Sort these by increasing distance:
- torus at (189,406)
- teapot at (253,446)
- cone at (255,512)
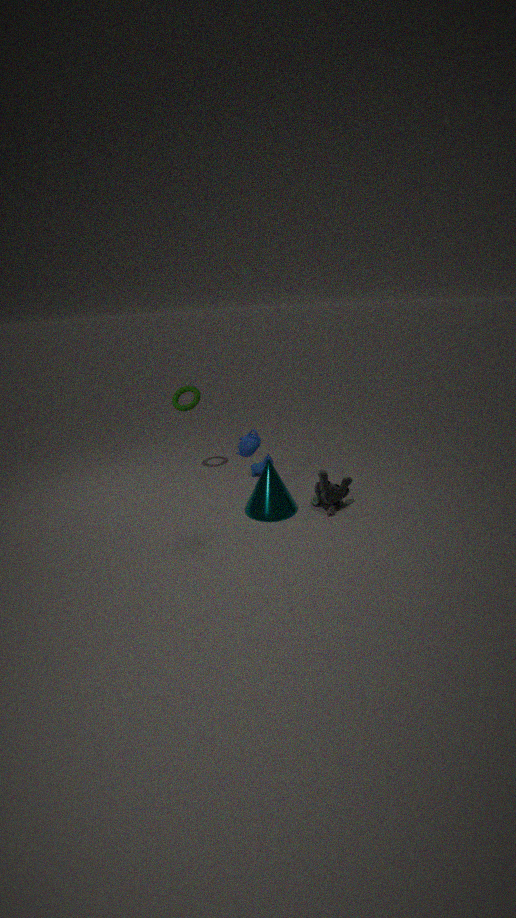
teapot at (253,446)
cone at (255,512)
torus at (189,406)
